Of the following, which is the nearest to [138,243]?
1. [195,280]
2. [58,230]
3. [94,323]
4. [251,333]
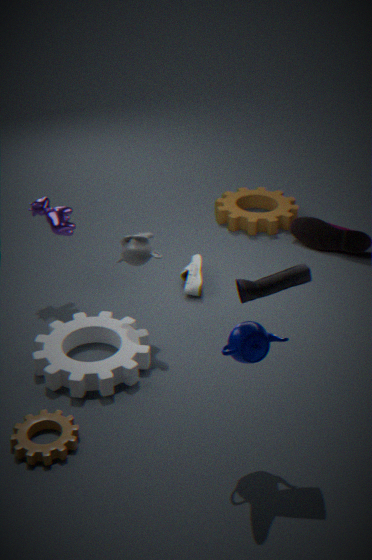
[94,323]
